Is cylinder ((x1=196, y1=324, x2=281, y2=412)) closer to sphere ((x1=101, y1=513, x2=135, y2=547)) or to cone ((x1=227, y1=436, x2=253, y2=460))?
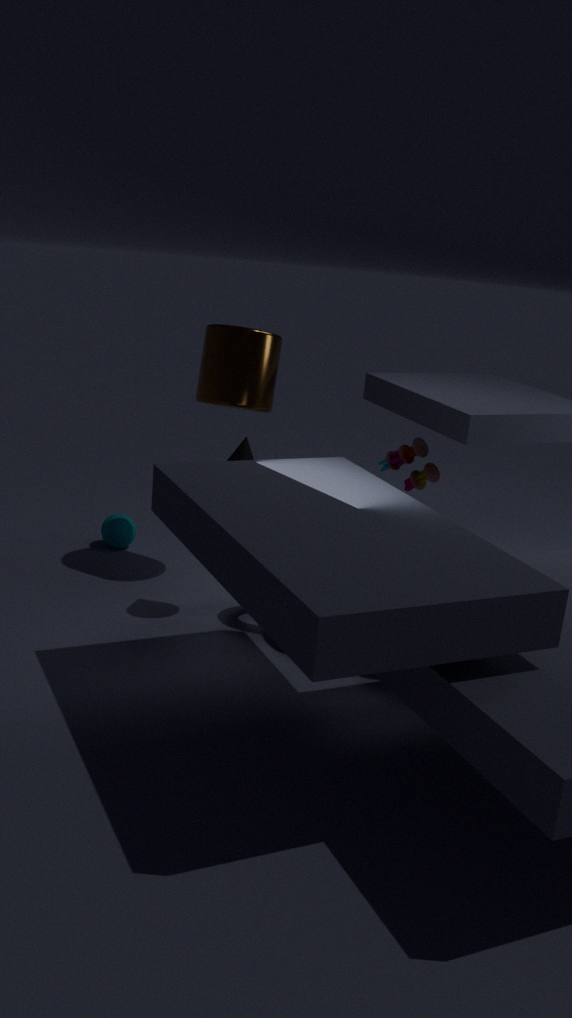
cone ((x1=227, y1=436, x2=253, y2=460))
